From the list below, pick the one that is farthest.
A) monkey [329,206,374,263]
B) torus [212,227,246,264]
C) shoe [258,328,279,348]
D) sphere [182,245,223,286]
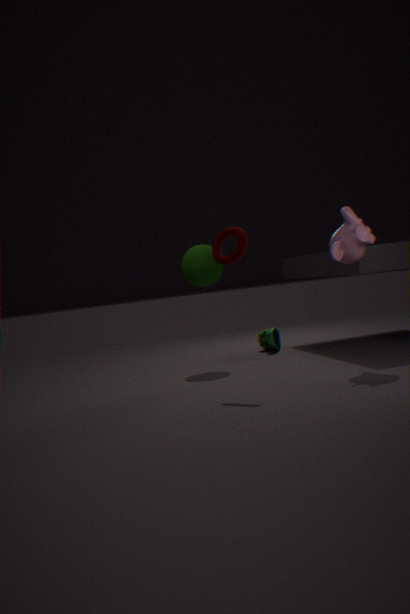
shoe [258,328,279,348]
